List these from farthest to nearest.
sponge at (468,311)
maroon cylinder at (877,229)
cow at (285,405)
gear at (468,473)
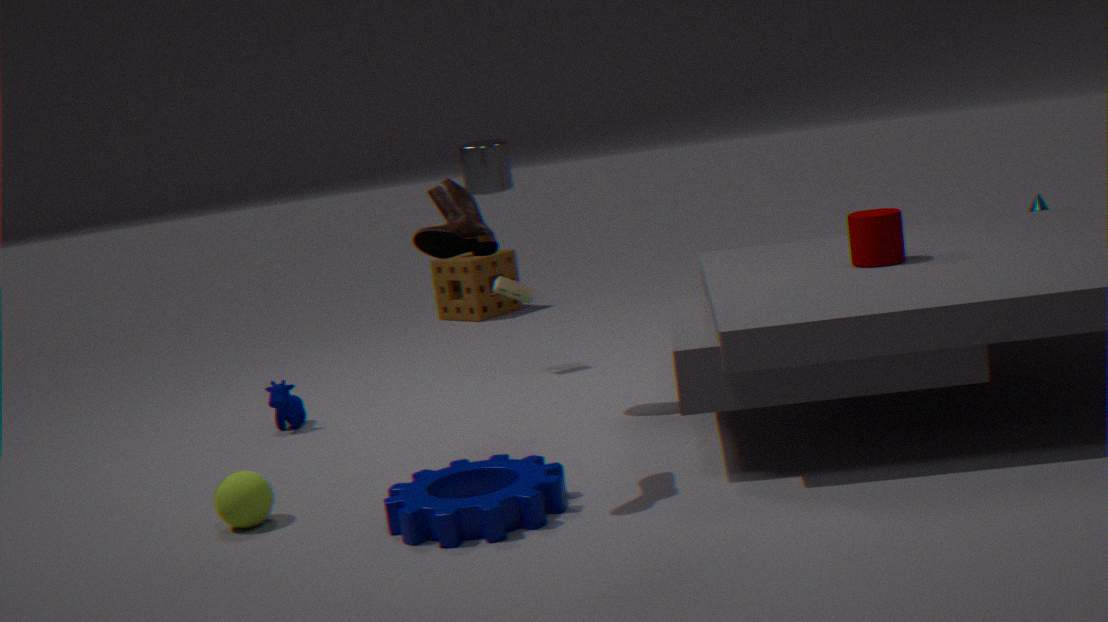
sponge at (468,311) < cow at (285,405) < maroon cylinder at (877,229) < gear at (468,473)
